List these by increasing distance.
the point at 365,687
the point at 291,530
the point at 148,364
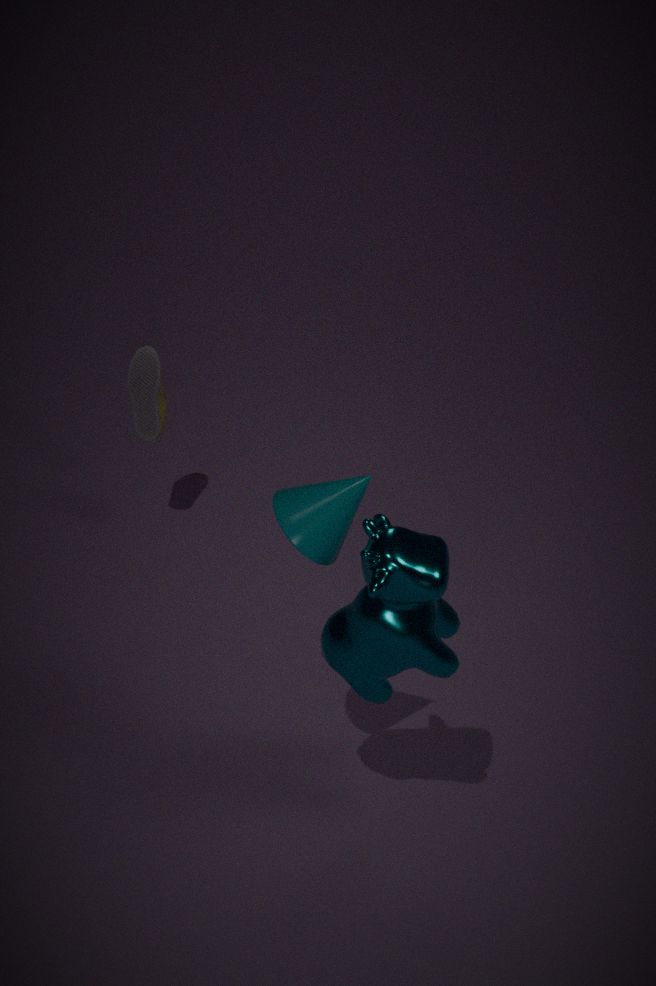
the point at 291,530 → the point at 365,687 → the point at 148,364
